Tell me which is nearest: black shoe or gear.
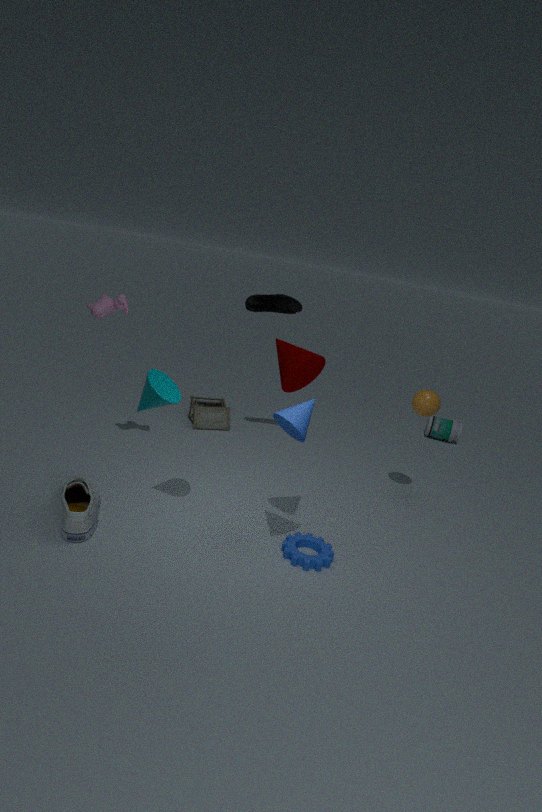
gear
